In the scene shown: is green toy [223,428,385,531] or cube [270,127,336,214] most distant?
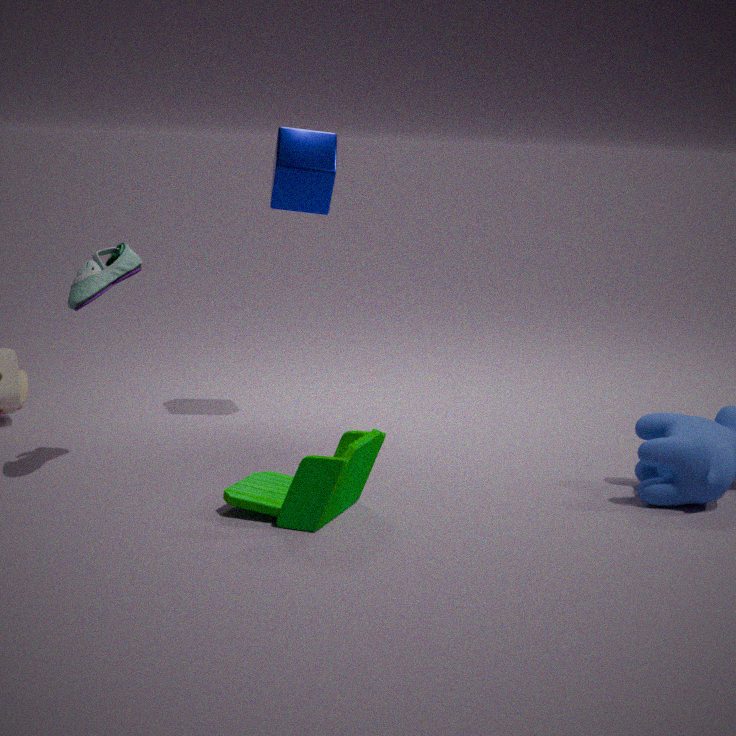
cube [270,127,336,214]
